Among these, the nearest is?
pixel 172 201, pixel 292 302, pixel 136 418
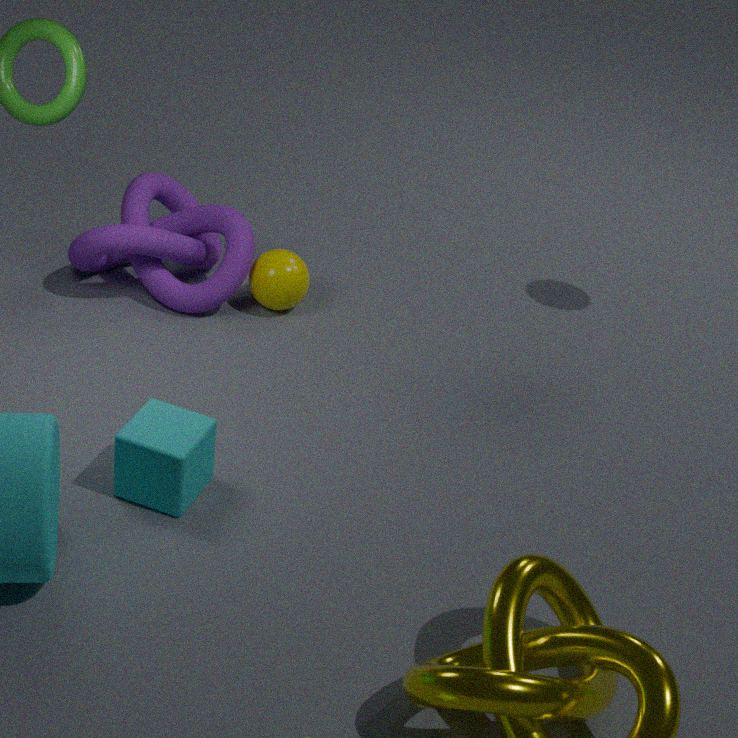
pixel 136 418
